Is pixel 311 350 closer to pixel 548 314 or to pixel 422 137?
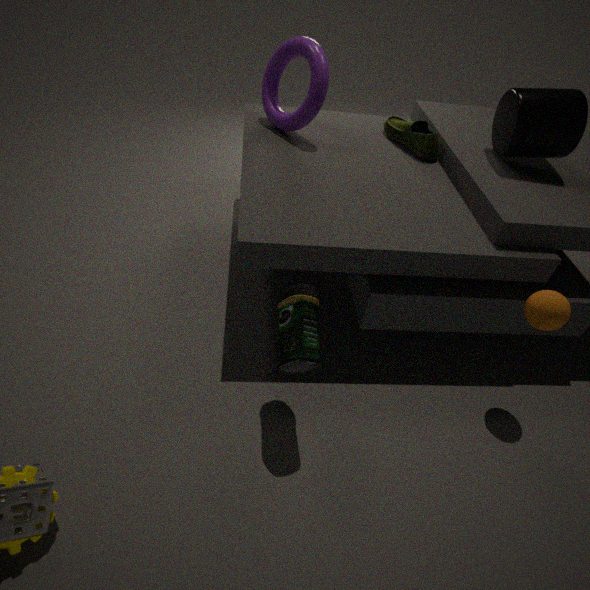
pixel 548 314
